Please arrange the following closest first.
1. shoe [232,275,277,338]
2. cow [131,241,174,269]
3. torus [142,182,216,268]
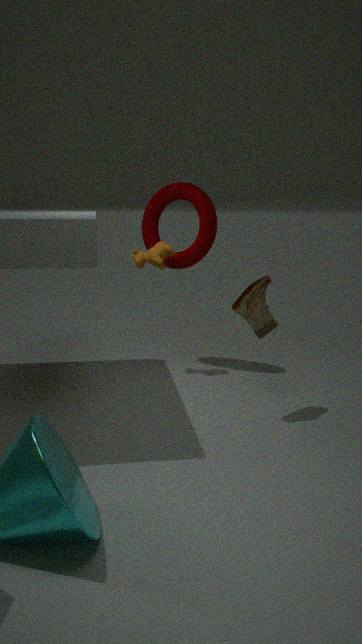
1. shoe [232,275,277,338]
2. cow [131,241,174,269]
3. torus [142,182,216,268]
